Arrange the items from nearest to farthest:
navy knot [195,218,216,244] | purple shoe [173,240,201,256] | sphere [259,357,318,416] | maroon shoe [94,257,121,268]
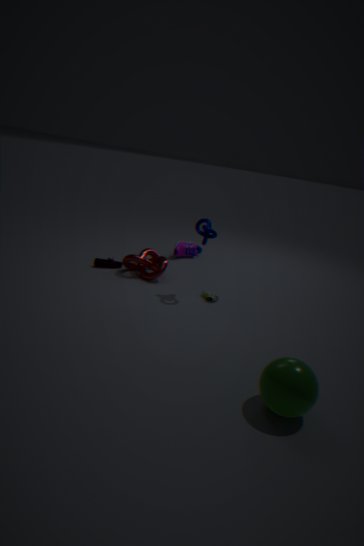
sphere [259,357,318,416] < navy knot [195,218,216,244] < maroon shoe [94,257,121,268] < purple shoe [173,240,201,256]
